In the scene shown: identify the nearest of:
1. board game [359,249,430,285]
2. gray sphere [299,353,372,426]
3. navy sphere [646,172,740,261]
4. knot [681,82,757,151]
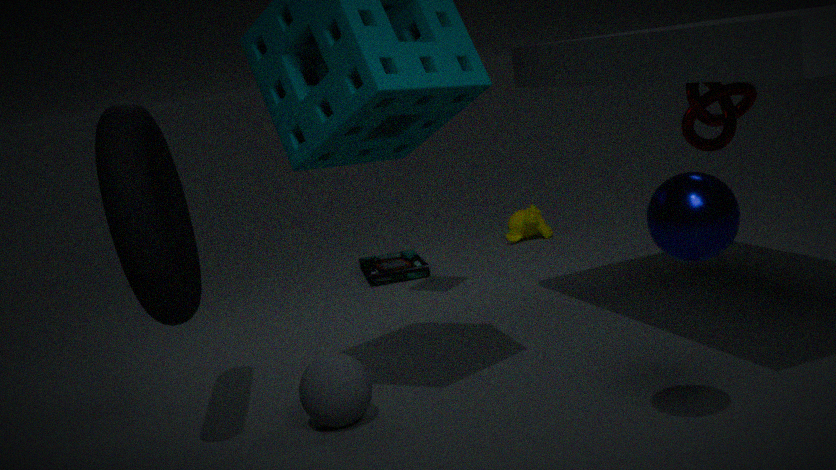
navy sphere [646,172,740,261]
